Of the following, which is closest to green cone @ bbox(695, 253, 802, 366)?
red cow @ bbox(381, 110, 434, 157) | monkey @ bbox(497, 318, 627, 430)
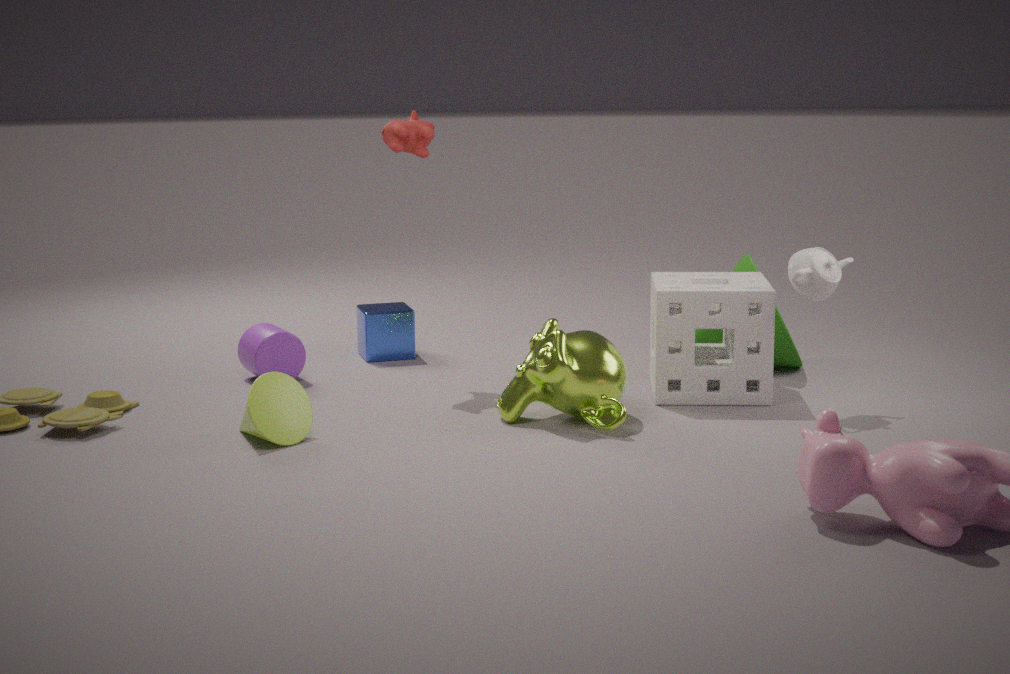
monkey @ bbox(497, 318, 627, 430)
